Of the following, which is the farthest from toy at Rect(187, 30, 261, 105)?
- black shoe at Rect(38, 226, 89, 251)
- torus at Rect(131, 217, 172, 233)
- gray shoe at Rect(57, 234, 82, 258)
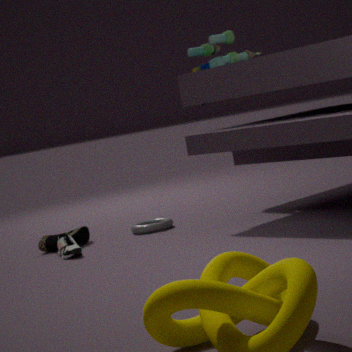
gray shoe at Rect(57, 234, 82, 258)
